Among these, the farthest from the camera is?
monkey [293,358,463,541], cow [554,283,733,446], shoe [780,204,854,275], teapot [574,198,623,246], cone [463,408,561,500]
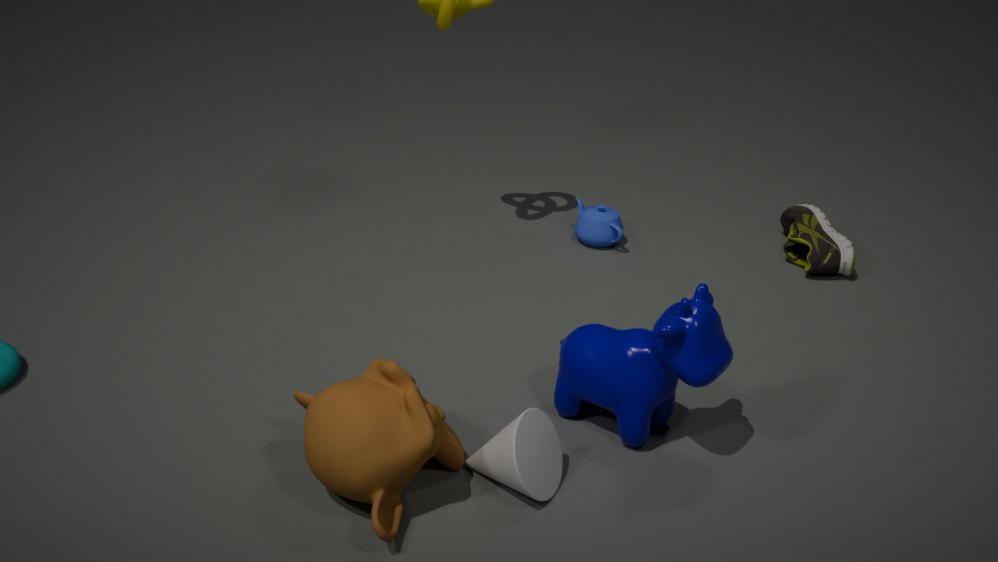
teapot [574,198,623,246]
